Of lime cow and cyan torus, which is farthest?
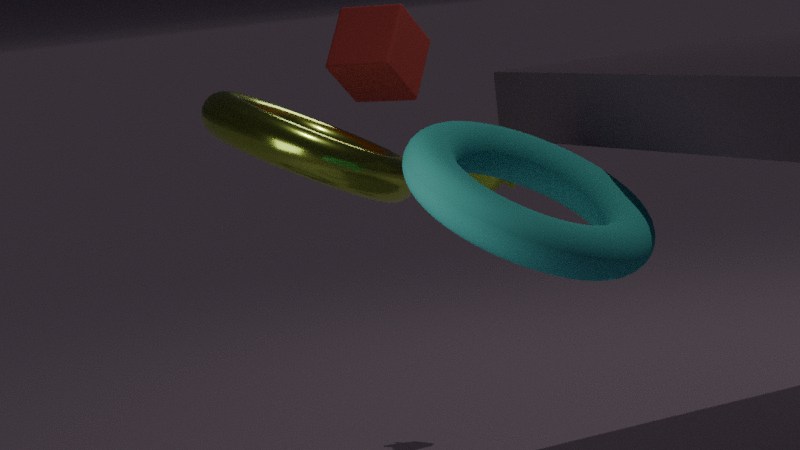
lime cow
